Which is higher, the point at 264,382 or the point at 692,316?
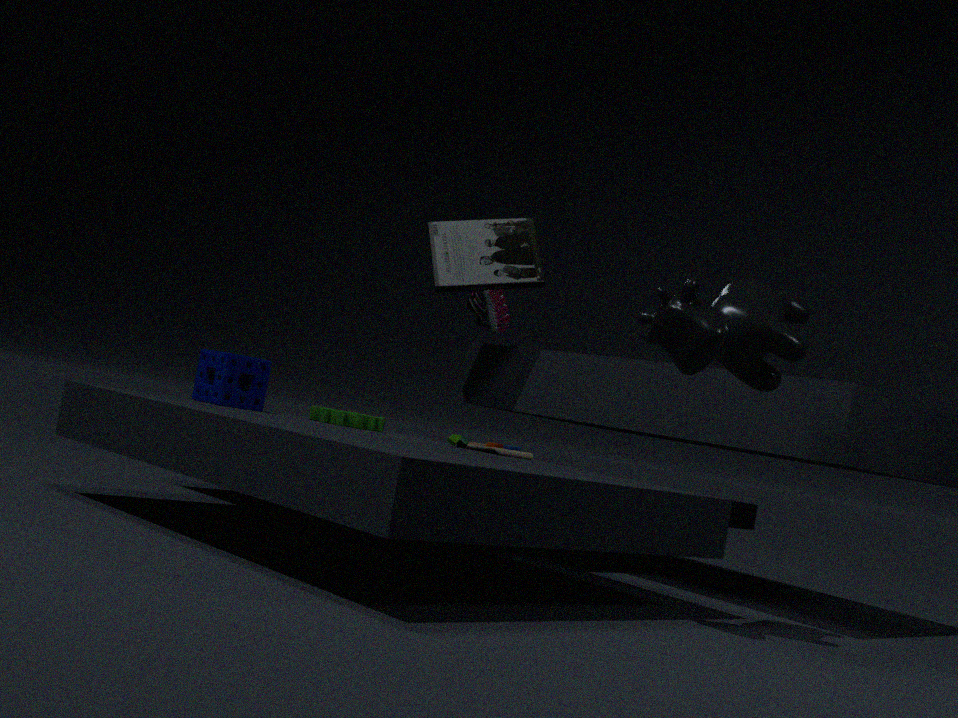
the point at 692,316
